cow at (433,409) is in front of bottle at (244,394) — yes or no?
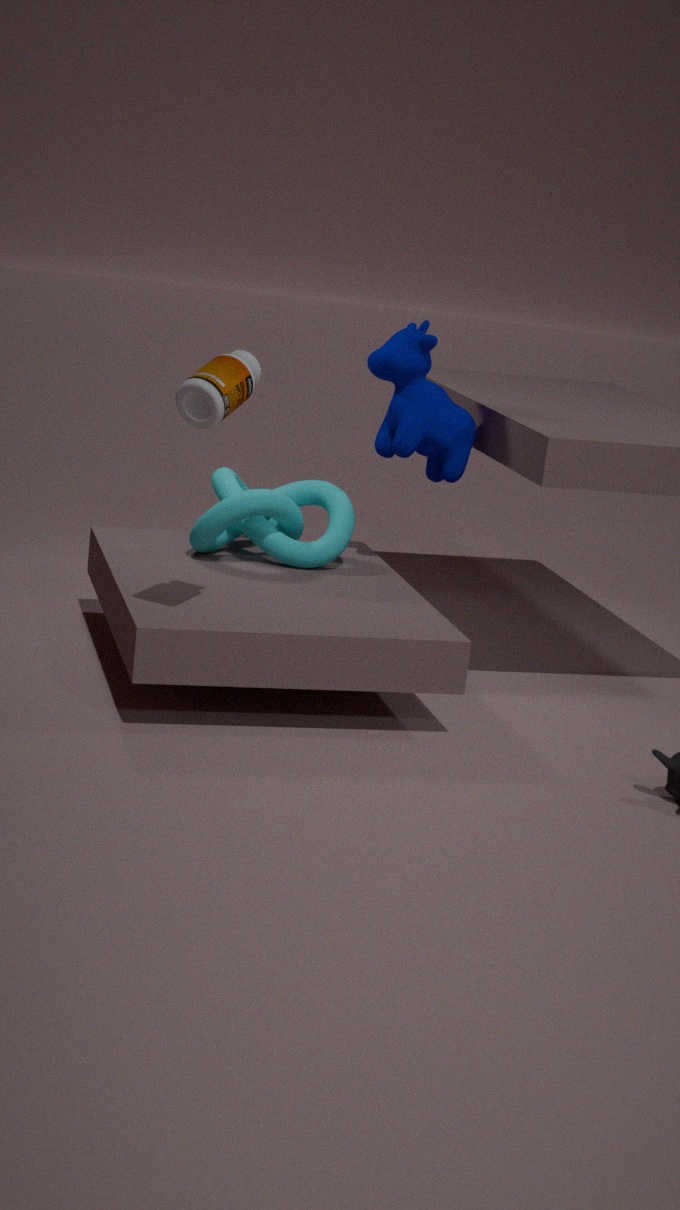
No
